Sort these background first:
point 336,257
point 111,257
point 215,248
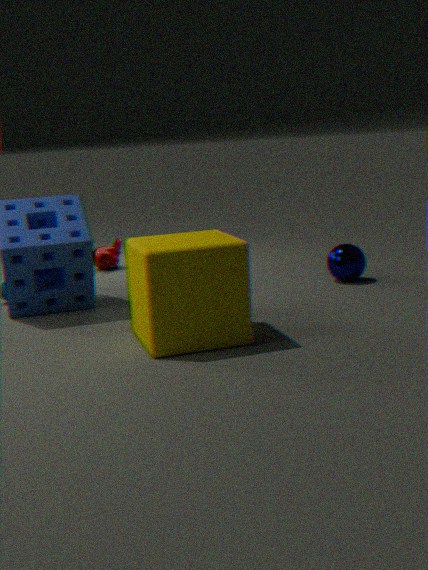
point 111,257 < point 336,257 < point 215,248
